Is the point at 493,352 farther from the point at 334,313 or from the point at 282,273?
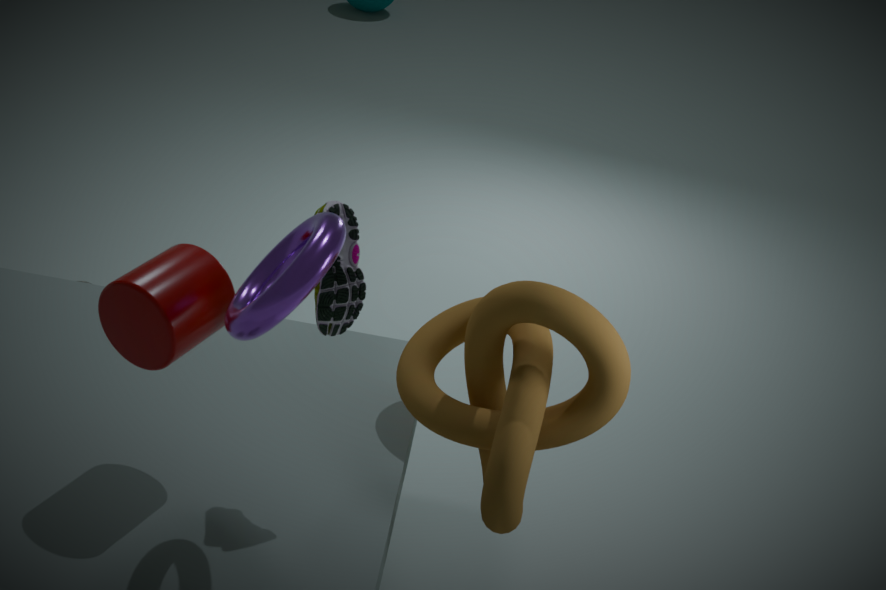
the point at 282,273
